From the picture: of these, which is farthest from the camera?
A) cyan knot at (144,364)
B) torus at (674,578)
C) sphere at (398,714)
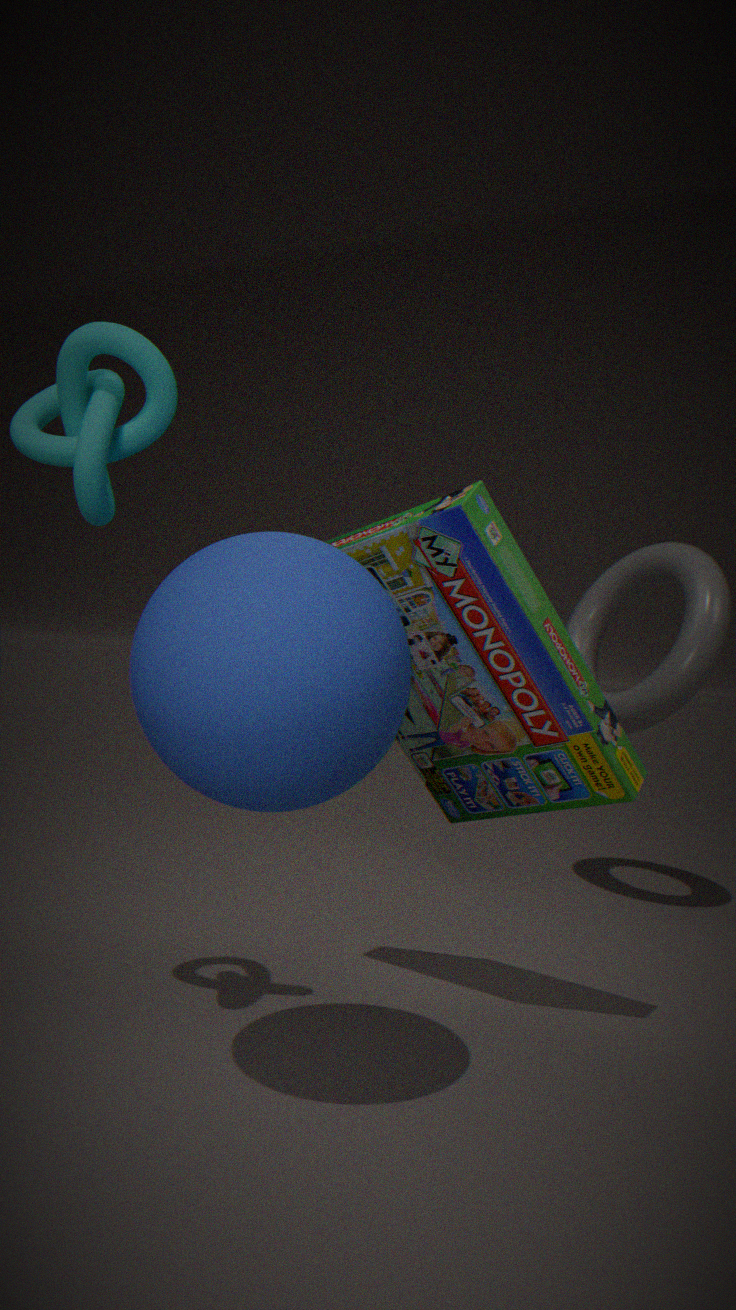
torus at (674,578)
